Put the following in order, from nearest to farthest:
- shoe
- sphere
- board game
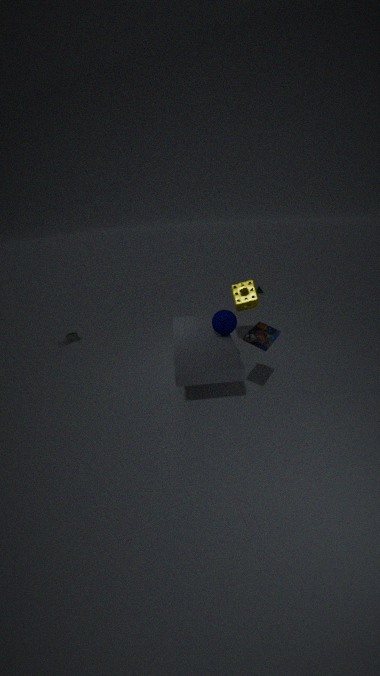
board game, sphere, shoe
